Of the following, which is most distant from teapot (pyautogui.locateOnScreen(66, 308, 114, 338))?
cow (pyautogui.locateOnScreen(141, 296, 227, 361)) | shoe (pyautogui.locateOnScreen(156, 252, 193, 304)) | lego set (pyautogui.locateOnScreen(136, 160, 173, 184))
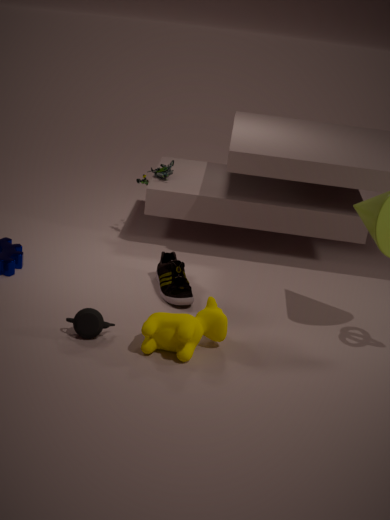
lego set (pyautogui.locateOnScreen(136, 160, 173, 184))
